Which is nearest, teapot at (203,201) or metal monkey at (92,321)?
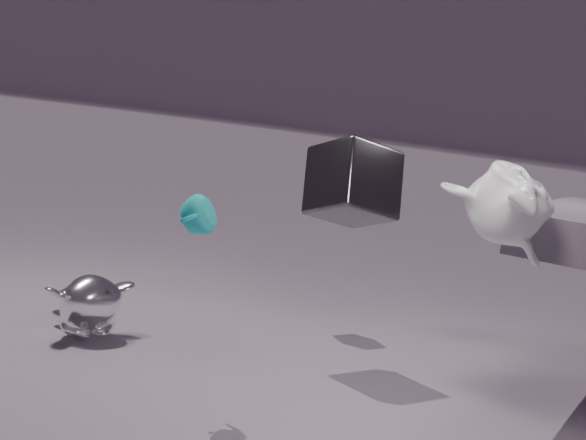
teapot at (203,201)
